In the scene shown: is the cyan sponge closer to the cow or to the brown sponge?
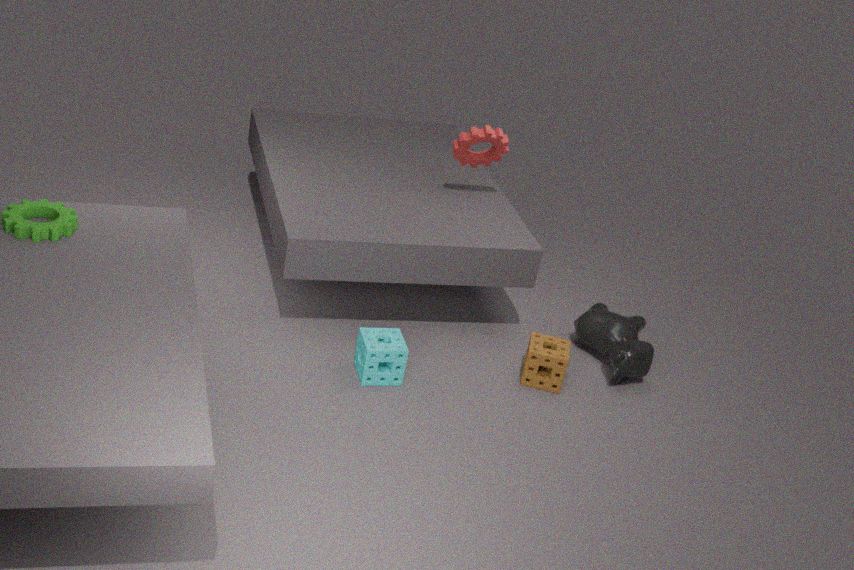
the brown sponge
